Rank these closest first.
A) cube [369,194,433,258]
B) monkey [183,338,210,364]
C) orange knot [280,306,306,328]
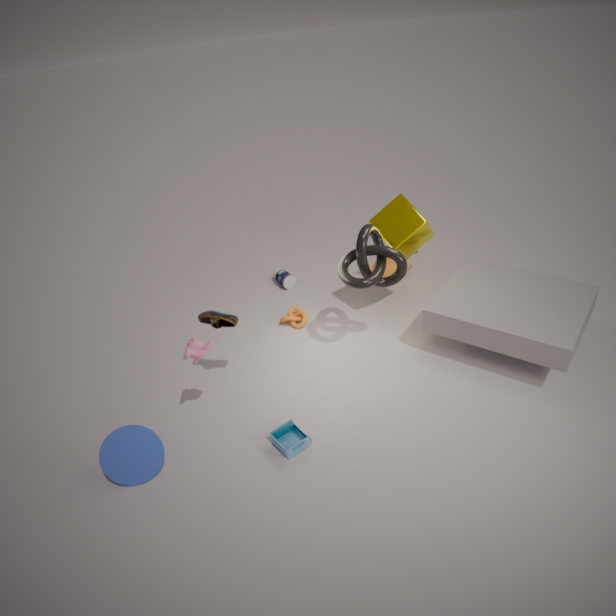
monkey [183,338,210,364]
cube [369,194,433,258]
orange knot [280,306,306,328]
